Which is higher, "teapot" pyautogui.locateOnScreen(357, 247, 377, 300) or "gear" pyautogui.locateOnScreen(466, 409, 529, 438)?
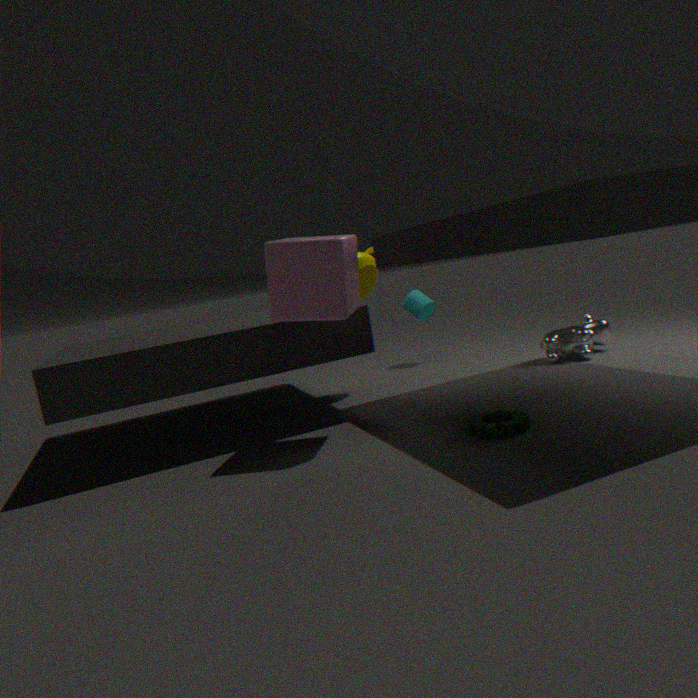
"teapot" pyautogui.locateOnScreen(357, 247, 377, 300)
